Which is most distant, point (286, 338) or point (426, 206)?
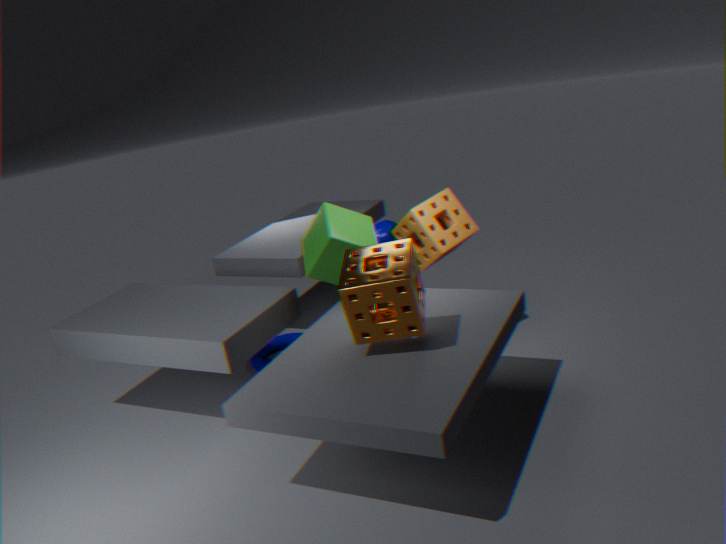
point (286, 338)
